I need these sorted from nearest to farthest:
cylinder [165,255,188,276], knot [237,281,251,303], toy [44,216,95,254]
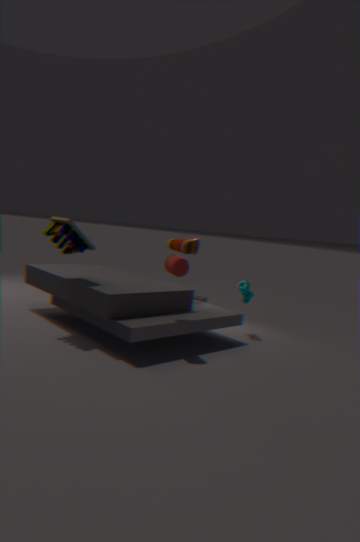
cylinder [165,255,188,276]
toy [44,216,95,254]
knot [237,281,251,303]
